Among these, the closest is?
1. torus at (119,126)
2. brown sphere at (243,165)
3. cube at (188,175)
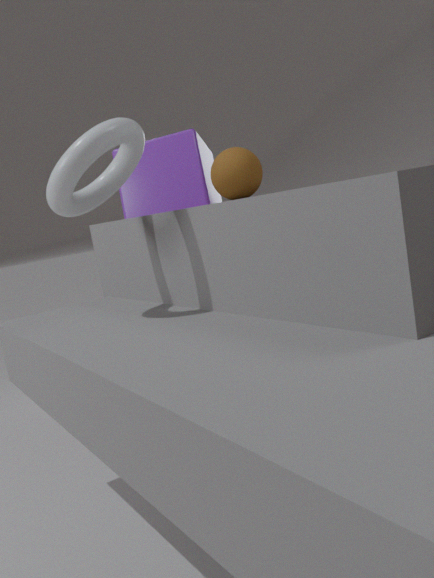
torus at (119,126)
